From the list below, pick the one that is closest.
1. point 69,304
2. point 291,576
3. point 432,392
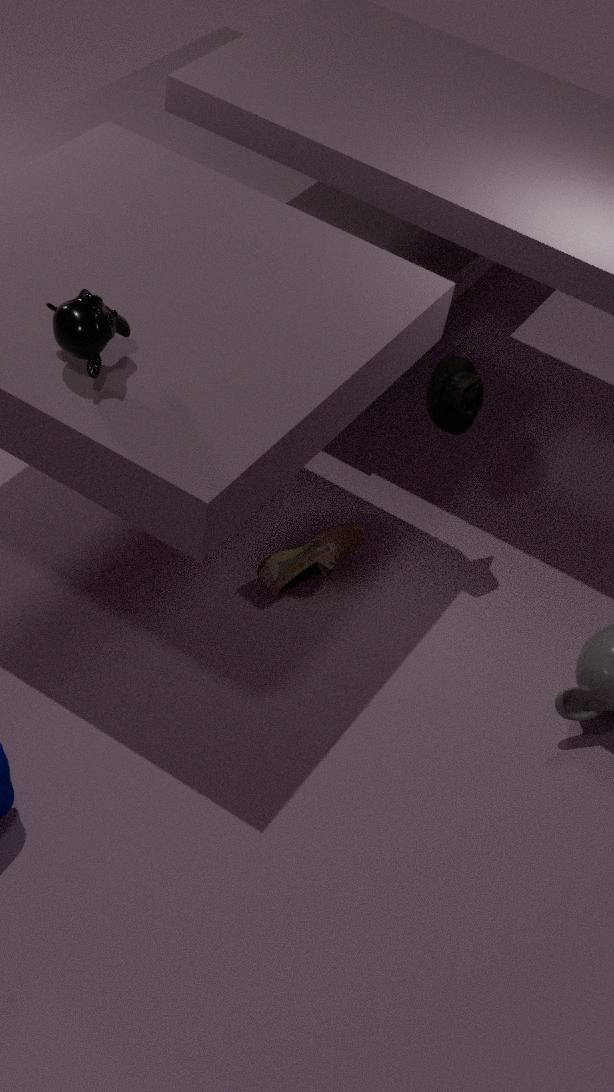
point 69,304
